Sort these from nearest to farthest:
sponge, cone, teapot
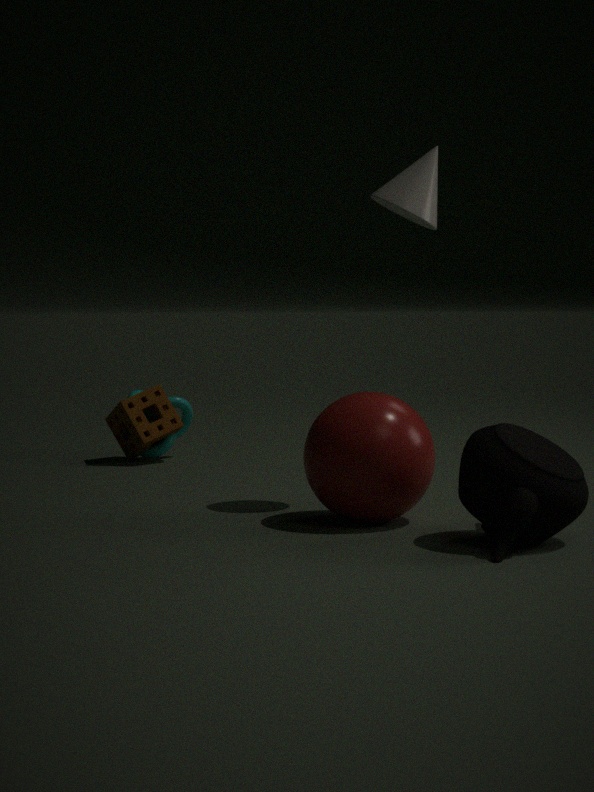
teapot
cone
sponge
